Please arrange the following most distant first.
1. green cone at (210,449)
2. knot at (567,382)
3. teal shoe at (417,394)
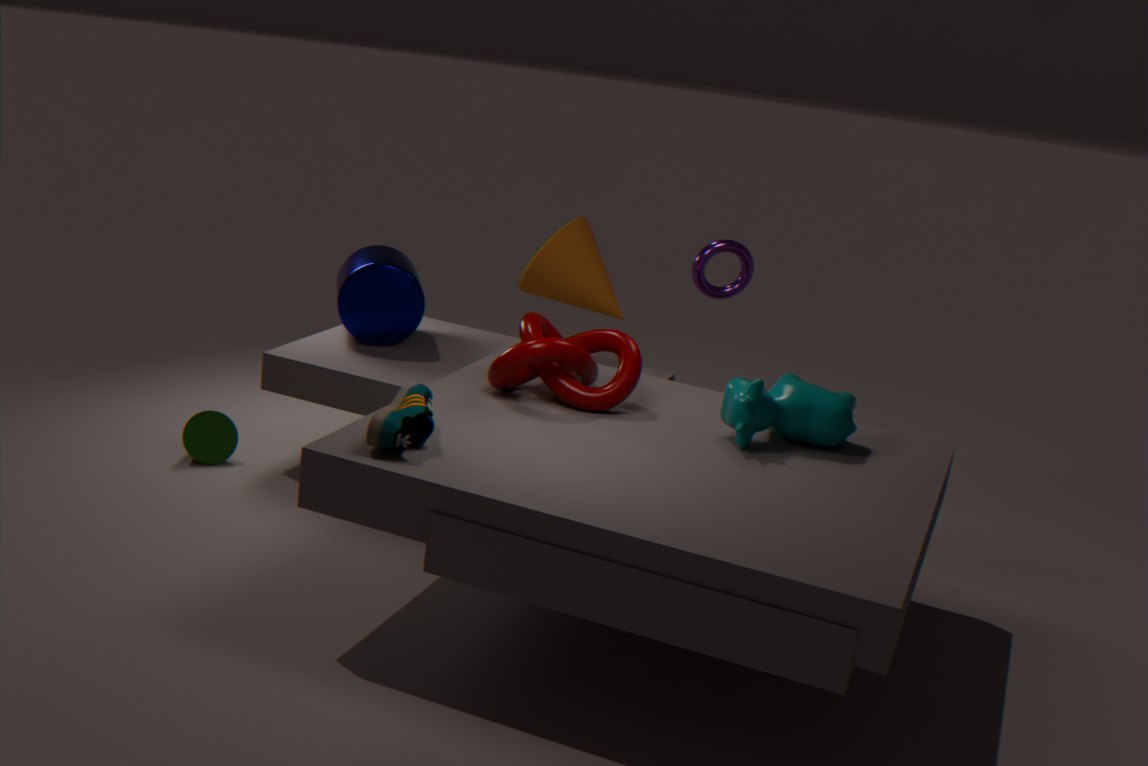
green cone at (210,449) → knot at (567,382) → teal shoe at (417,394)
